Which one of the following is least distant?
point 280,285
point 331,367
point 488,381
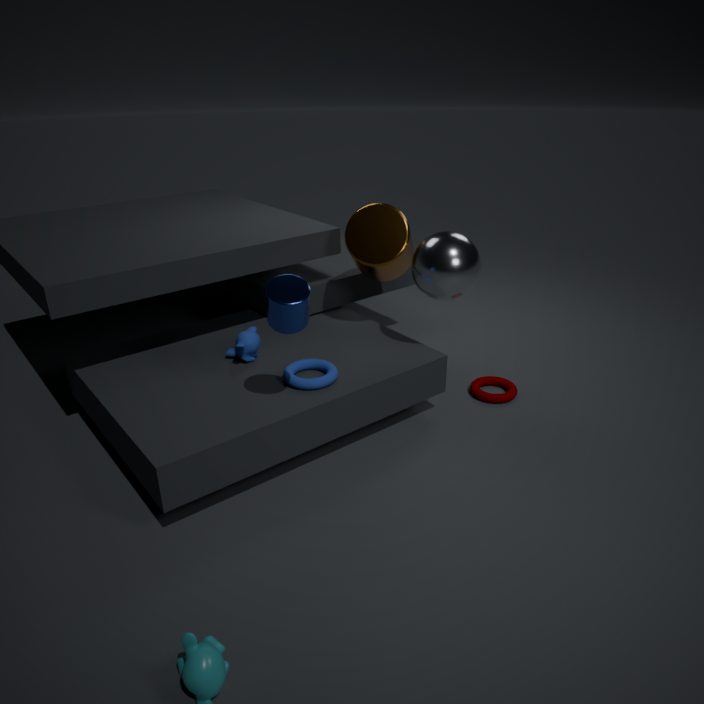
point 280,285
